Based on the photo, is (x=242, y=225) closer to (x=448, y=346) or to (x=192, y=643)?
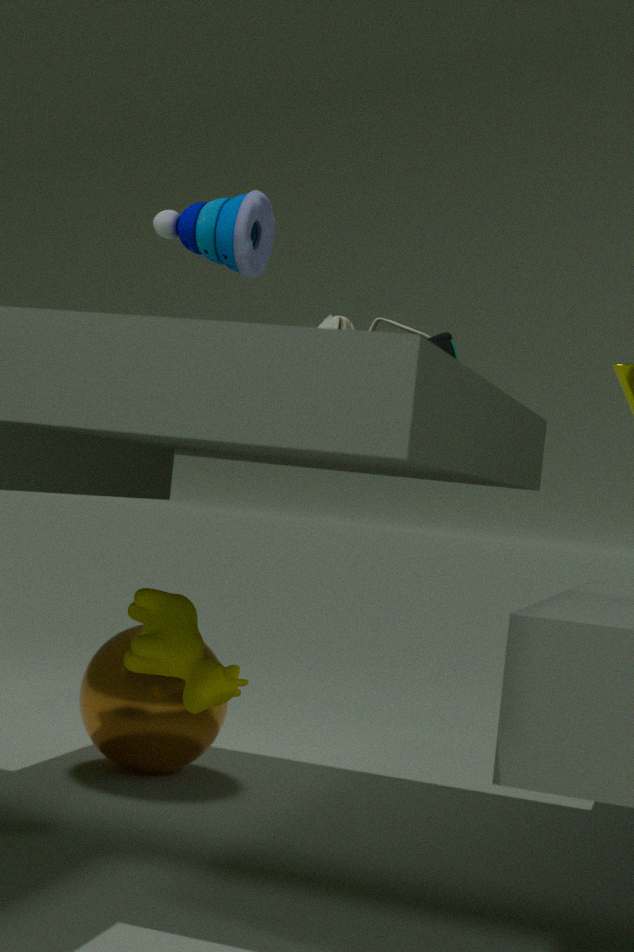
(x=448, y=346)
